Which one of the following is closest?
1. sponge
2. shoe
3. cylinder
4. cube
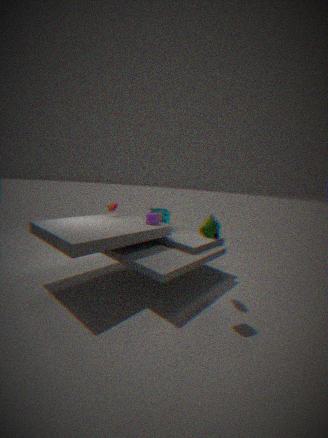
cylinder
